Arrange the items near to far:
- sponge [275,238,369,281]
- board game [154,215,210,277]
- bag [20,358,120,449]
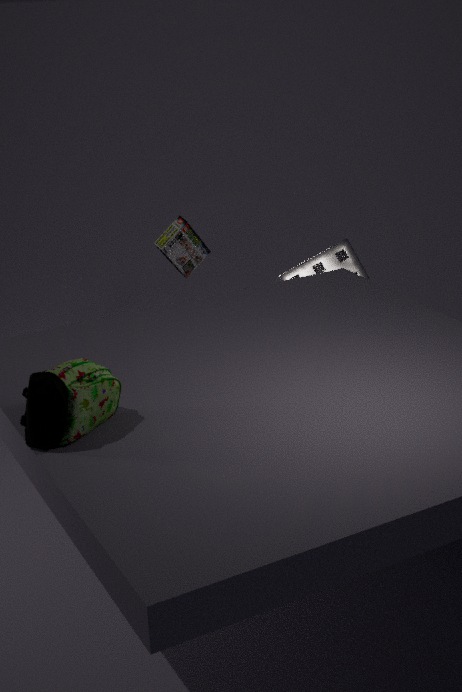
bag [20,358,120,449] < sponge [275,238,369,281] < board game [154,215,210,277]
